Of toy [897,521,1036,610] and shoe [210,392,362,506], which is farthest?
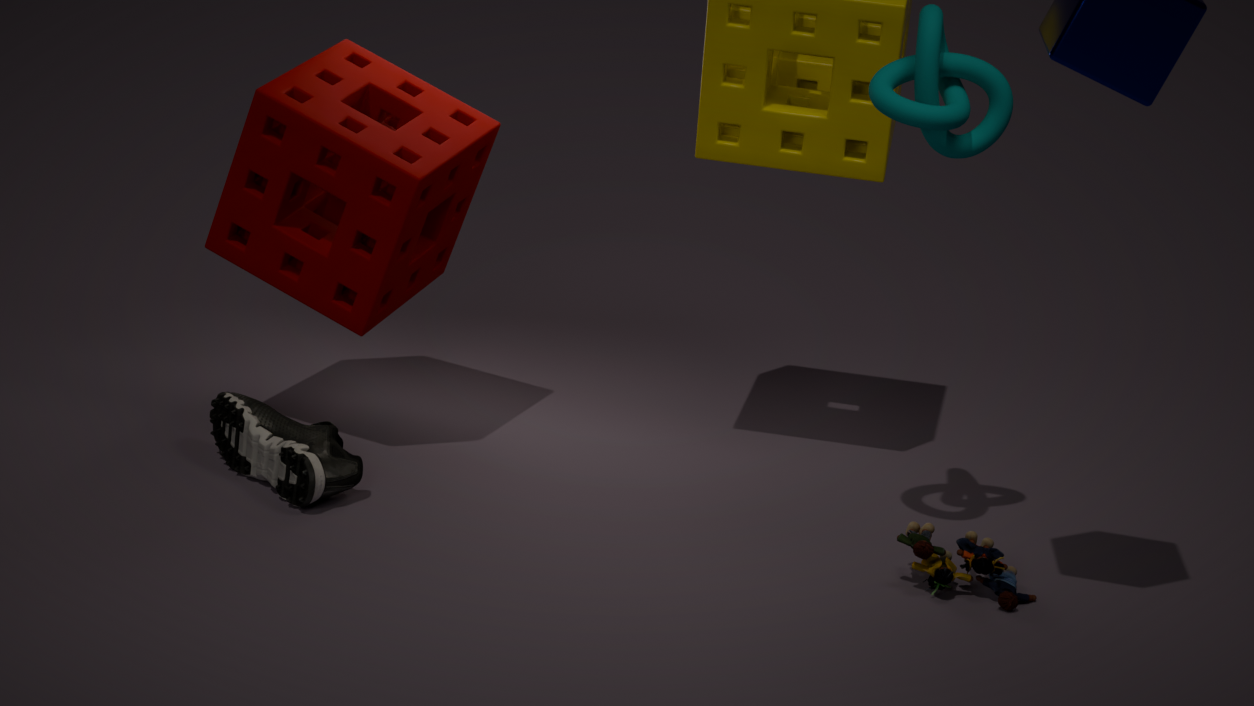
shoe [210,392,362,506]
